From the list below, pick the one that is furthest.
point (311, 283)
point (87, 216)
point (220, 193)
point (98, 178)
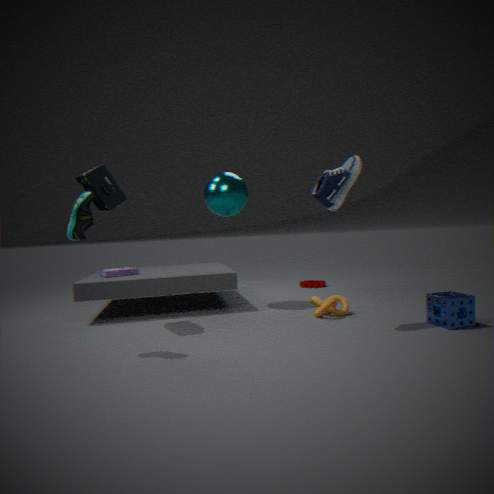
A: point (311, 283)
